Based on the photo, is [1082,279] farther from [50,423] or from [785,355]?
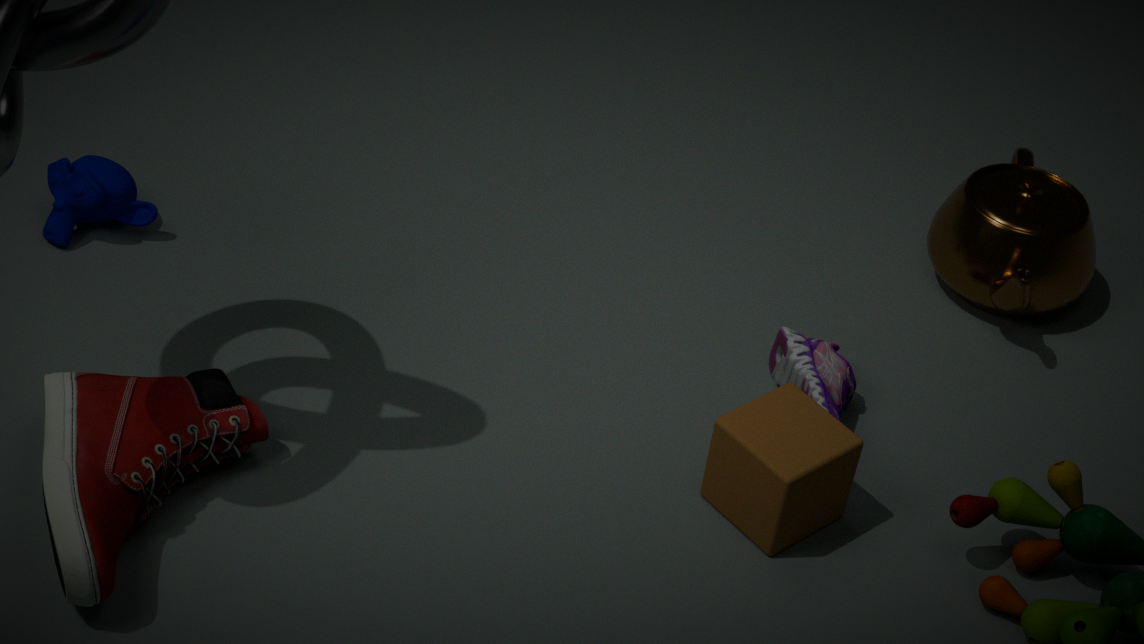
[50,423]
